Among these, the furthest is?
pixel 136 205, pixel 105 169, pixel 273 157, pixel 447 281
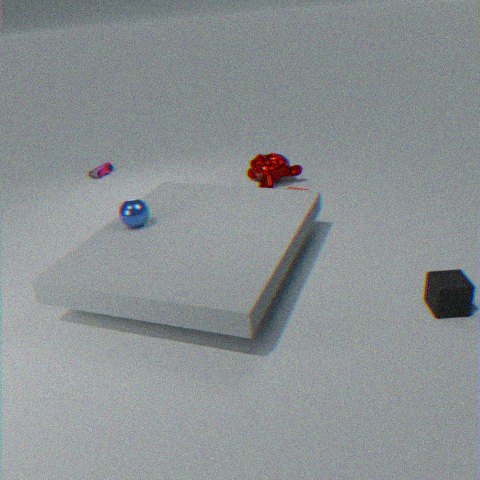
pixel 105 169
